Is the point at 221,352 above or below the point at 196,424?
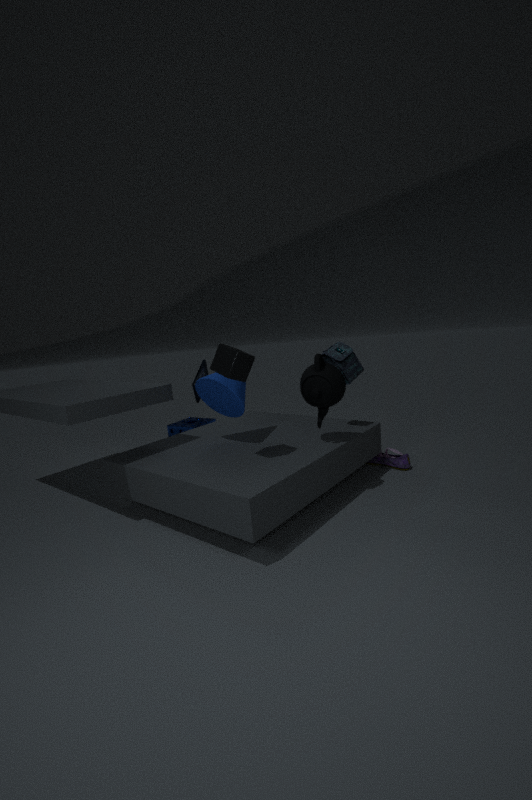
above
